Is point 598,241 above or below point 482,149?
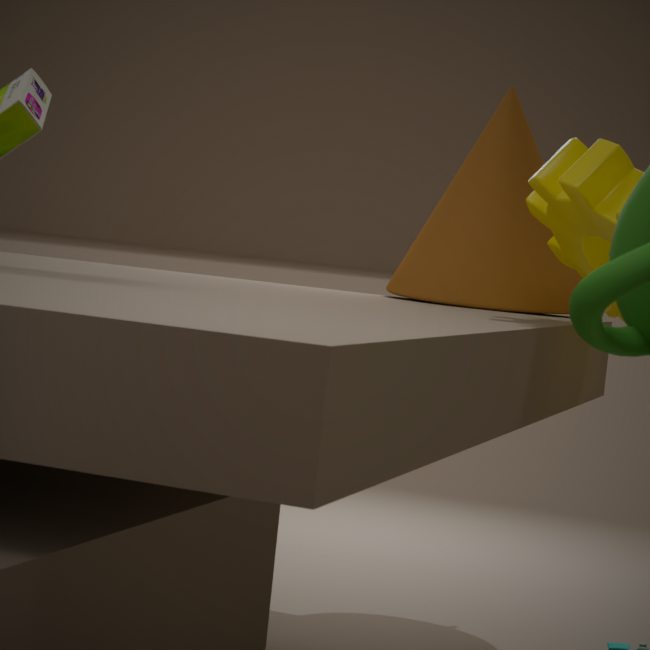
below
